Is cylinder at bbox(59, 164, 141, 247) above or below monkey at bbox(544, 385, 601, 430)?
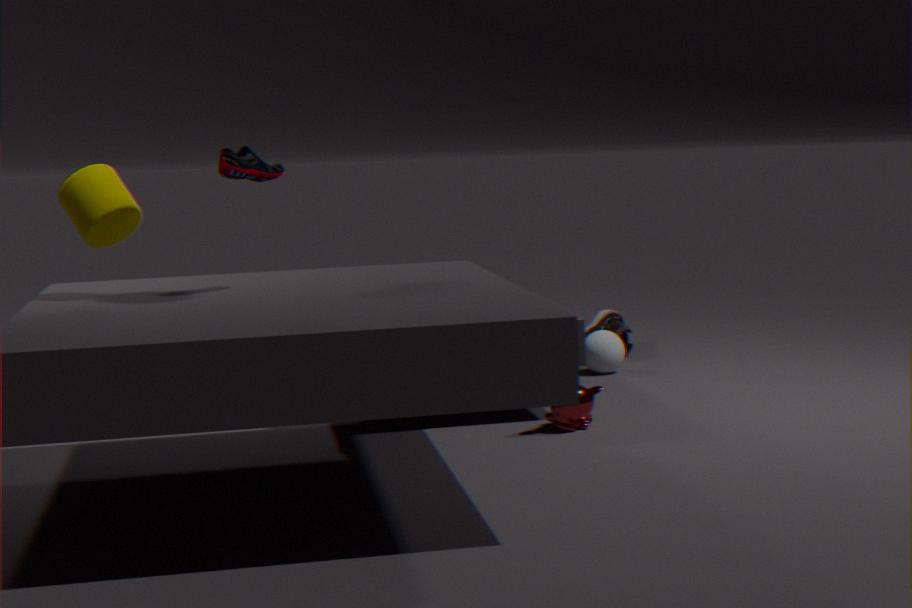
above
